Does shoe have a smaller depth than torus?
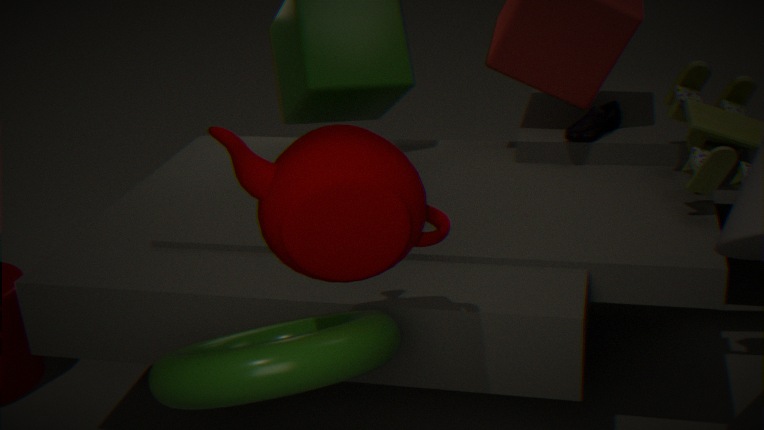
No
